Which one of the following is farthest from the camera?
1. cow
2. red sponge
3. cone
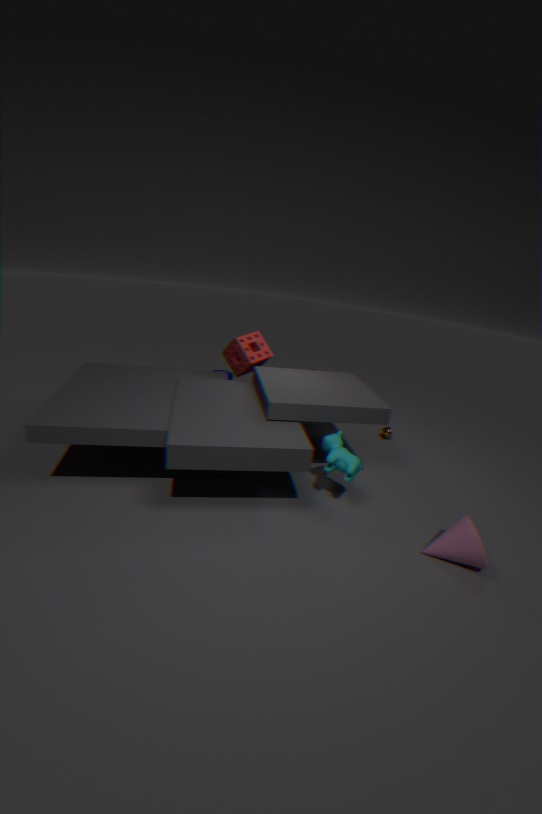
red sponge
